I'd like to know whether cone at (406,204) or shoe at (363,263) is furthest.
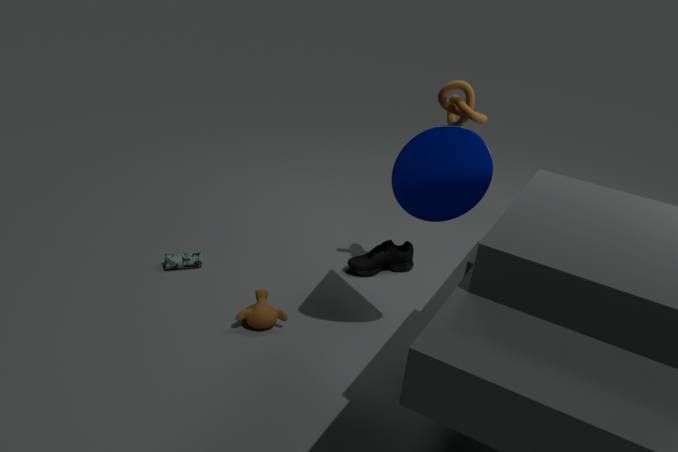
shoe at (363,263)
